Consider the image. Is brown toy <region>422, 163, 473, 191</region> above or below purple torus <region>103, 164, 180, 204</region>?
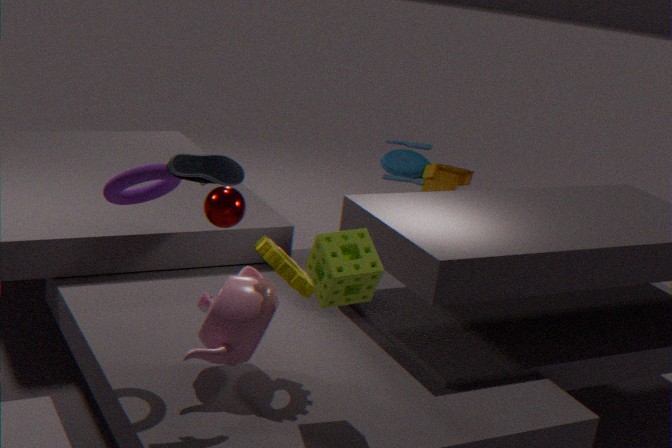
below
